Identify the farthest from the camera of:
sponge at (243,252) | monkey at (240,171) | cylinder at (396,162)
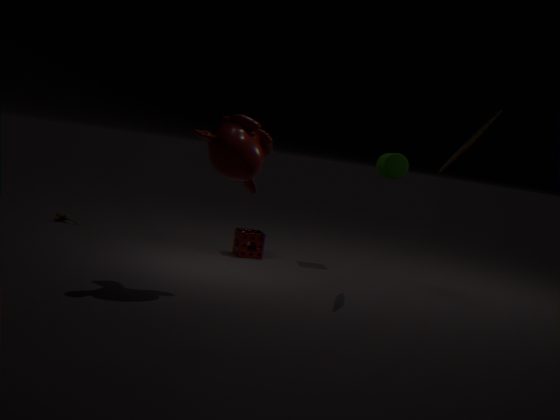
sponge at (243,252)
